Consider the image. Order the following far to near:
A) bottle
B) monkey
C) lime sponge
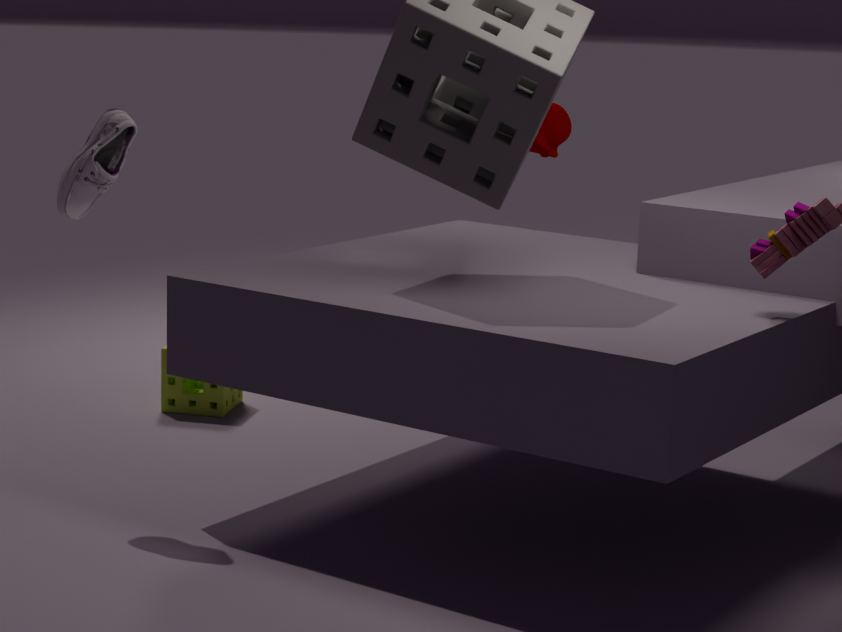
monkey
lime sponge
bottle
